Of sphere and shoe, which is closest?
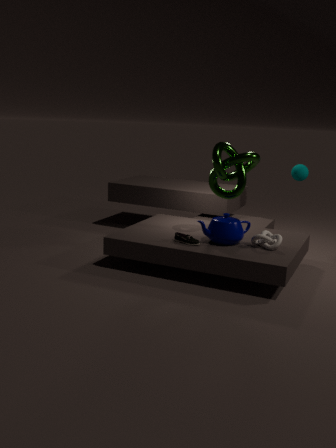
shoe
